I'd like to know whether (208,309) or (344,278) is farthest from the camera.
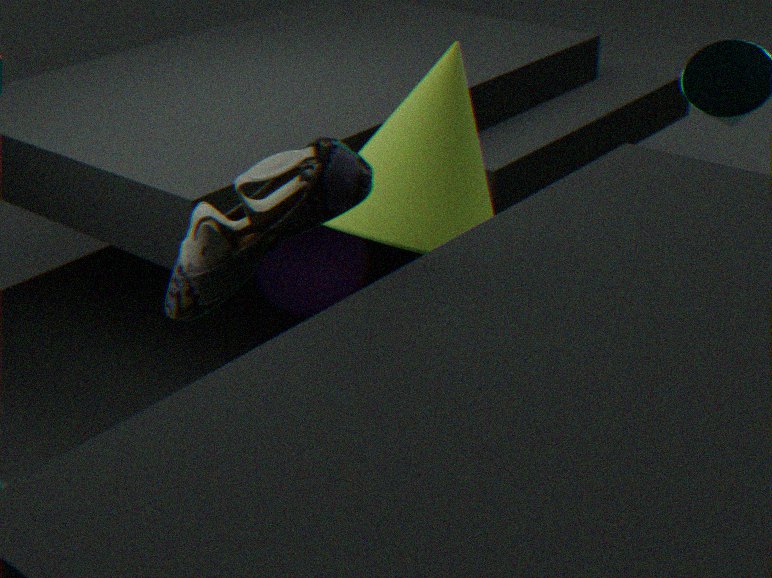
(344,278)
